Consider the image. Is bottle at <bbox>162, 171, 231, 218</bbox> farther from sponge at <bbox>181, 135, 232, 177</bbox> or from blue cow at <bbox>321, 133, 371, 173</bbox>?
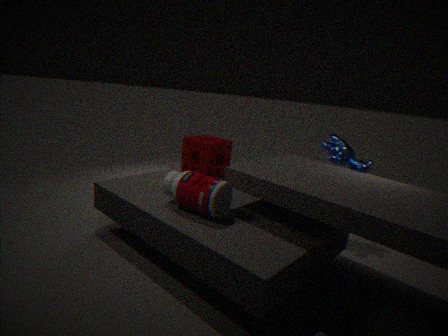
blue cow at <bbox>321, 133, 371, 173</bbox>
